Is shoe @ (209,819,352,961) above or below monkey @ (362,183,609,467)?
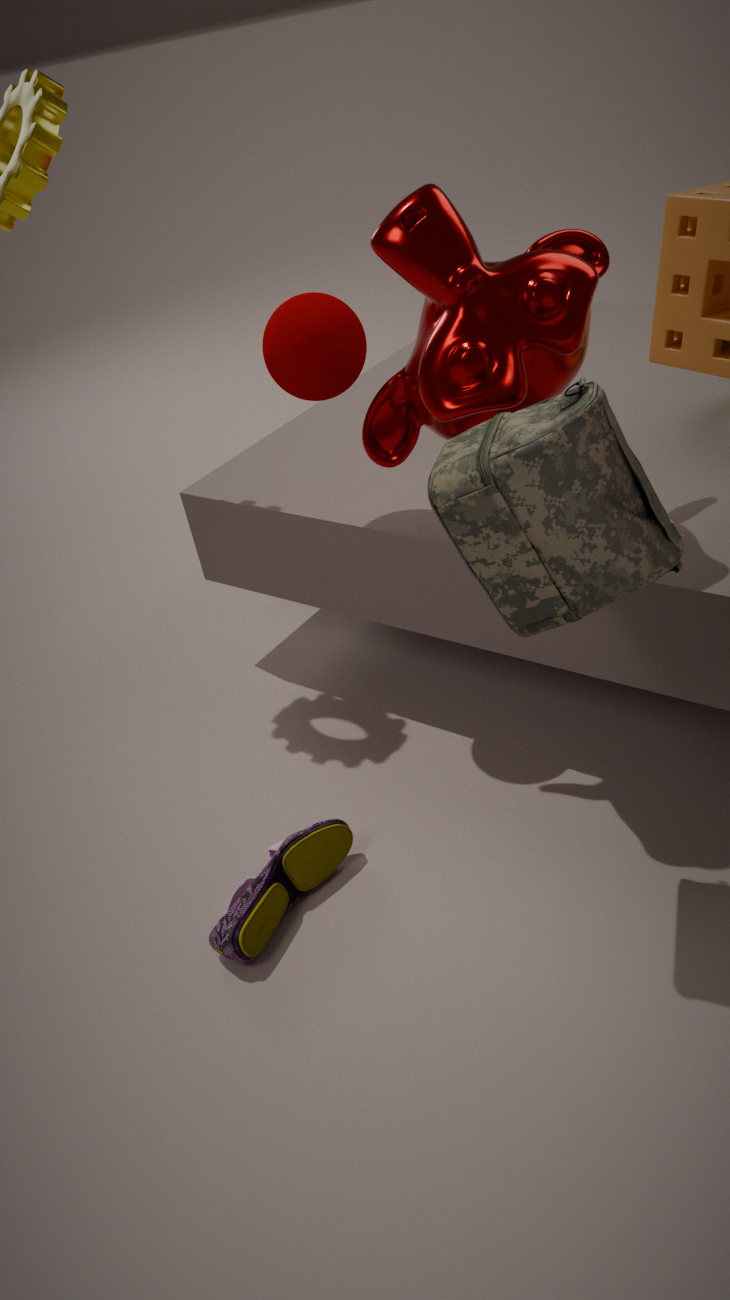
below
